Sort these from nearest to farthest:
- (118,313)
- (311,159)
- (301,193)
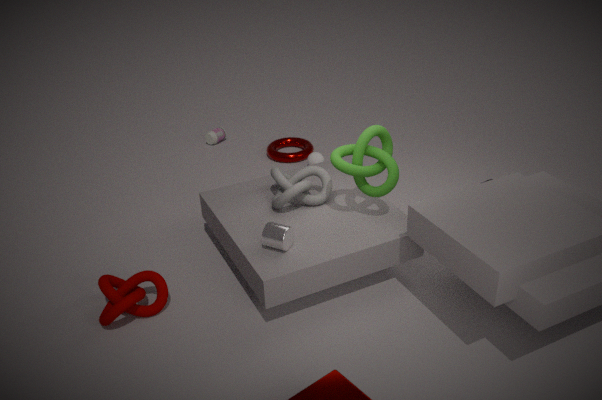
1. (118,313)
2. (301,193)
3. (311,159)
